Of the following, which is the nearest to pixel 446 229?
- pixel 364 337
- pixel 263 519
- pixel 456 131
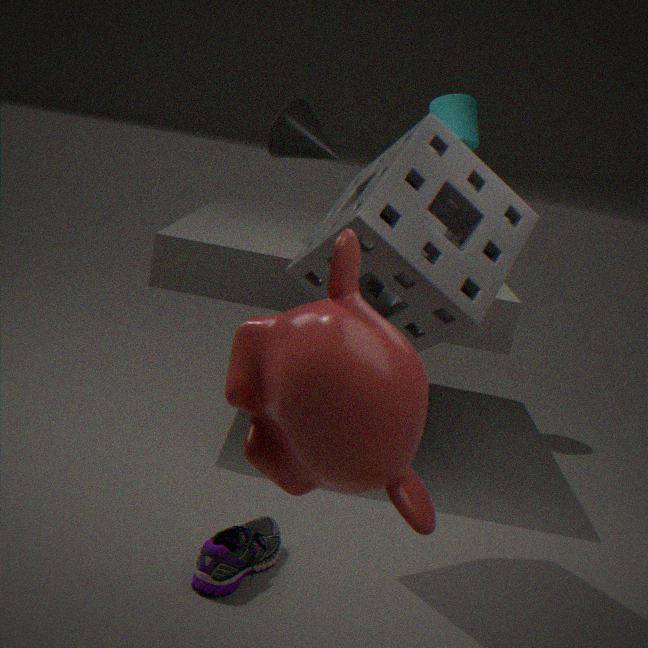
pixel 364 337
